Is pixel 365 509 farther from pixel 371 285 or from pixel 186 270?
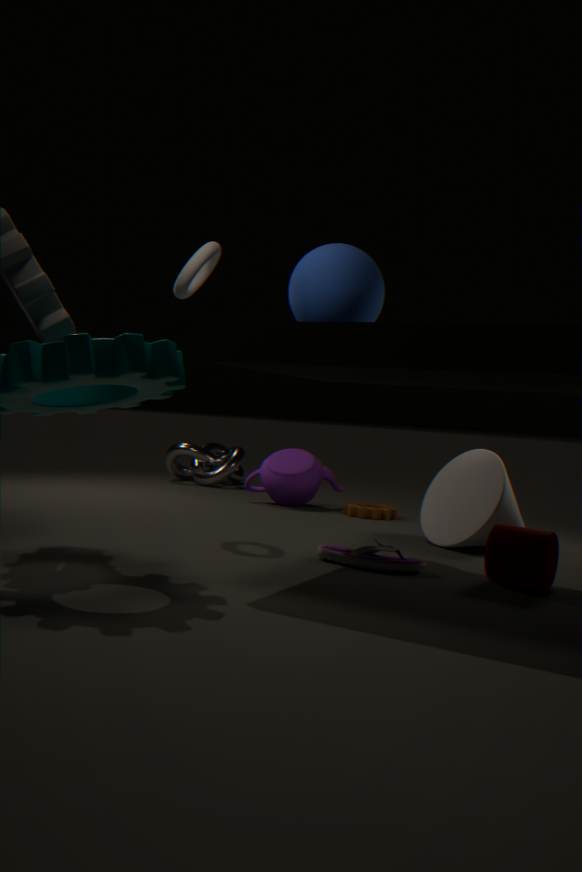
pixel 186 270
